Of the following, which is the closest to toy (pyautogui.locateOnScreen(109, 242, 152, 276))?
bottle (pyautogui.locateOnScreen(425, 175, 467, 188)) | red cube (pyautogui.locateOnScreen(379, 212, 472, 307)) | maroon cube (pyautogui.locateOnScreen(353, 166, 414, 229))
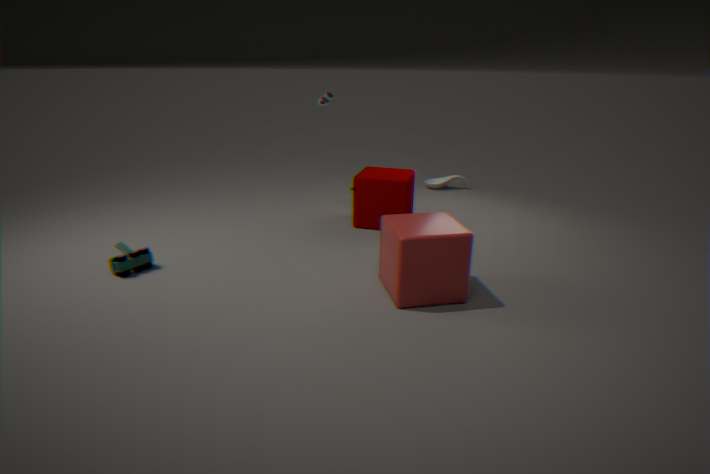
red cube (pyautogui.locateOnScreen(379, 212, 472, 307))
